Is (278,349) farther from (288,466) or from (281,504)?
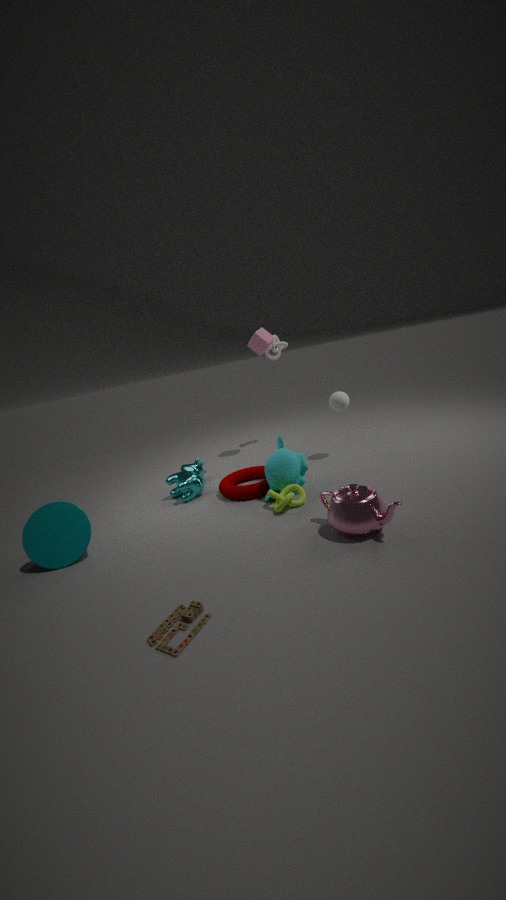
(281,504)
